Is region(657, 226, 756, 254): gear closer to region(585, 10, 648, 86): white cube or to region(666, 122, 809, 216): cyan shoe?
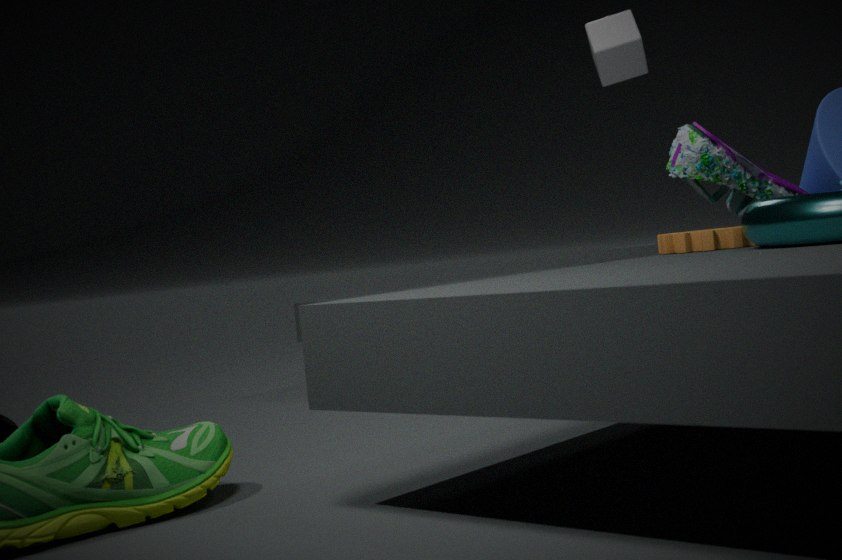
region(666, 122, 809, 216): cyan shoe
